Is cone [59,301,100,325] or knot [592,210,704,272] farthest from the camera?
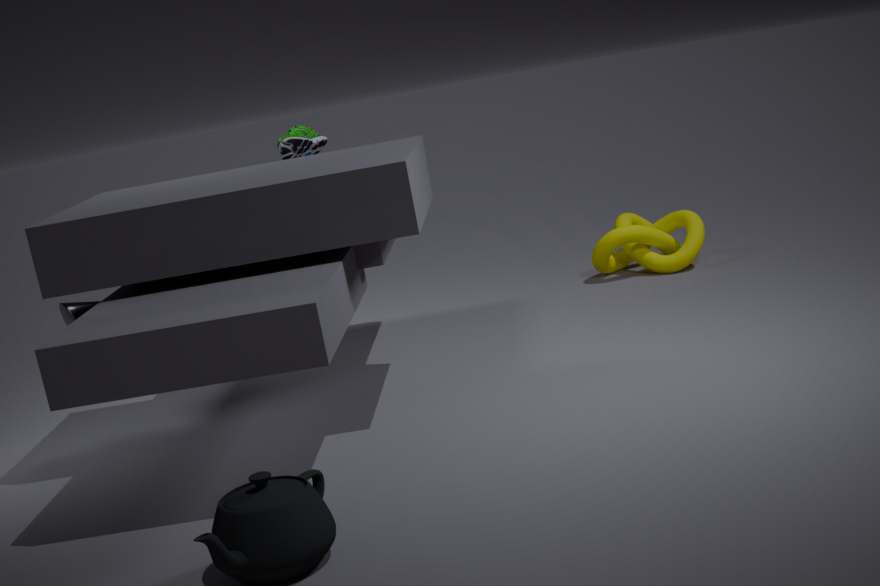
knot [592,210,704,272]
